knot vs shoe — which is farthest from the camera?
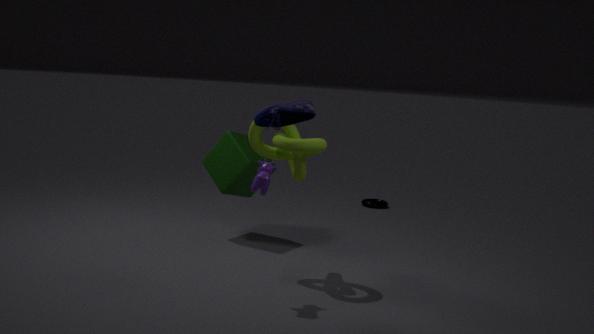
knot
